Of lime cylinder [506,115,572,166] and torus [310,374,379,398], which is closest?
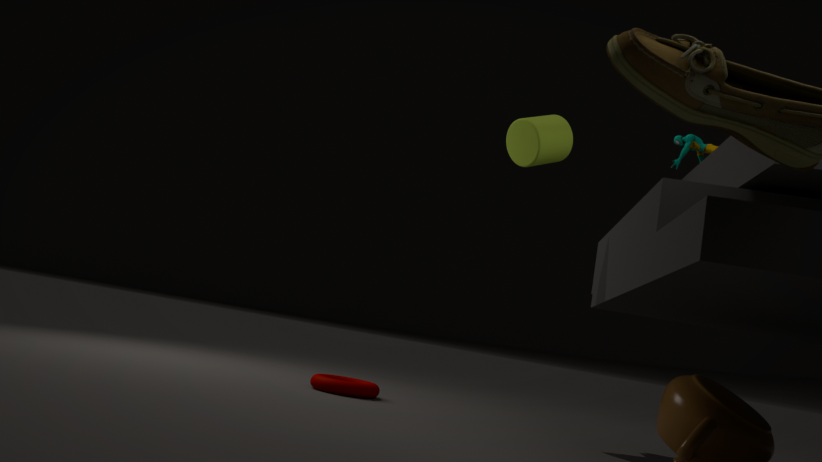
lime cylinder [506,115,572,166]
